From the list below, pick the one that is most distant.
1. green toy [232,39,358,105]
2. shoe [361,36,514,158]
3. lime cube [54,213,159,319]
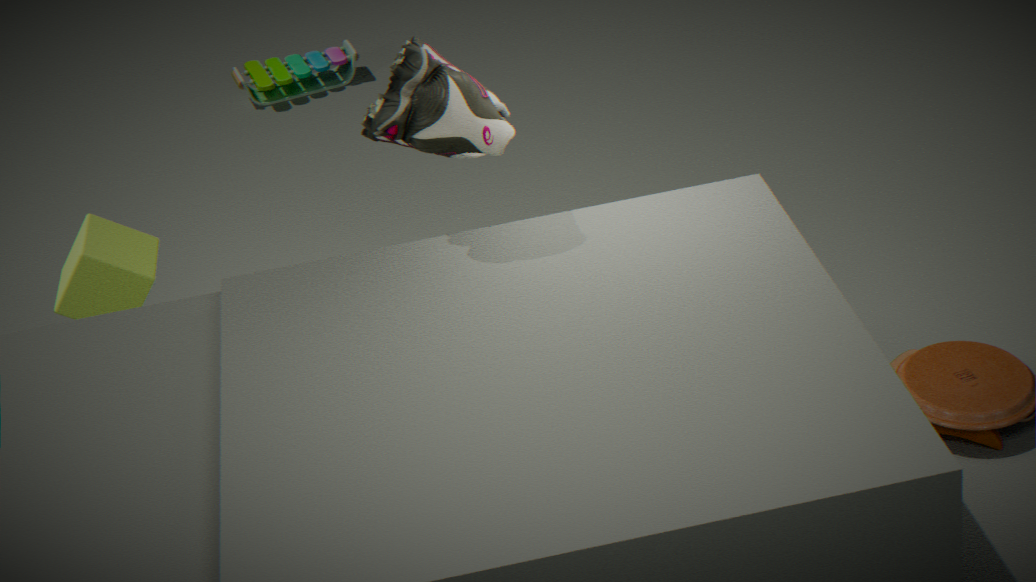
green toy [232,39,358,105]
